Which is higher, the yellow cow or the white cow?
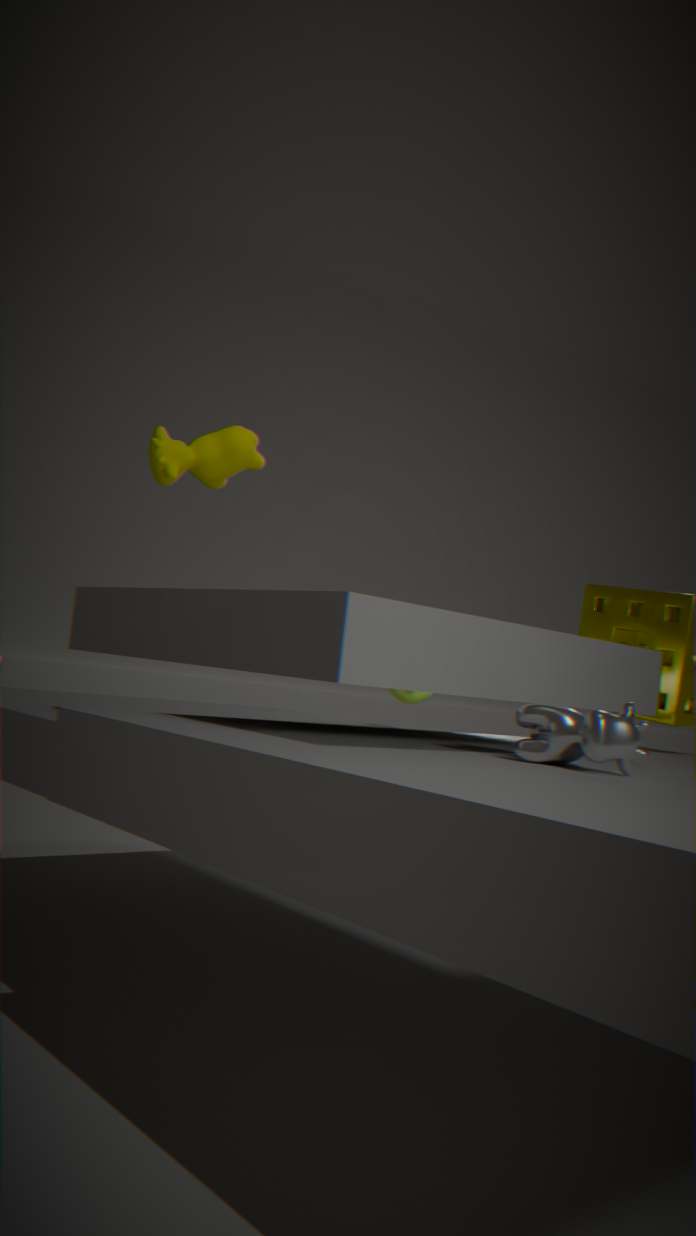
the yellow cow
